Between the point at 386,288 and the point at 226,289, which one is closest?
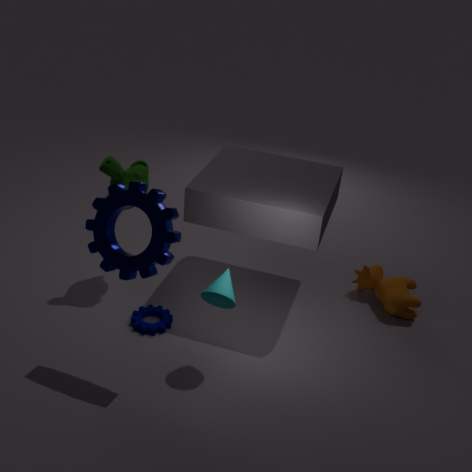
the point at 226,289
